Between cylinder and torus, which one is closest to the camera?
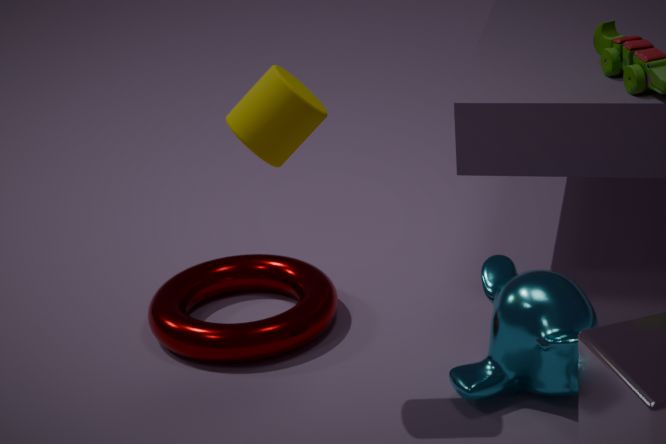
cylinder
